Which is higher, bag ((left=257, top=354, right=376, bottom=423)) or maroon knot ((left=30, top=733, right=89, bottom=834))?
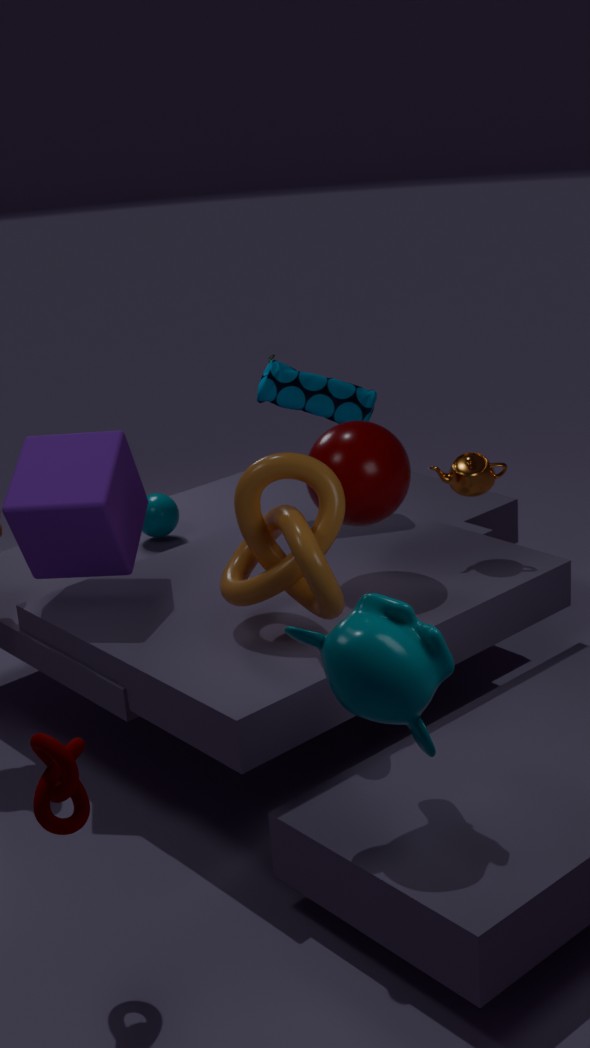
bag ((left=257, top=354, right=376, bottom=423))
